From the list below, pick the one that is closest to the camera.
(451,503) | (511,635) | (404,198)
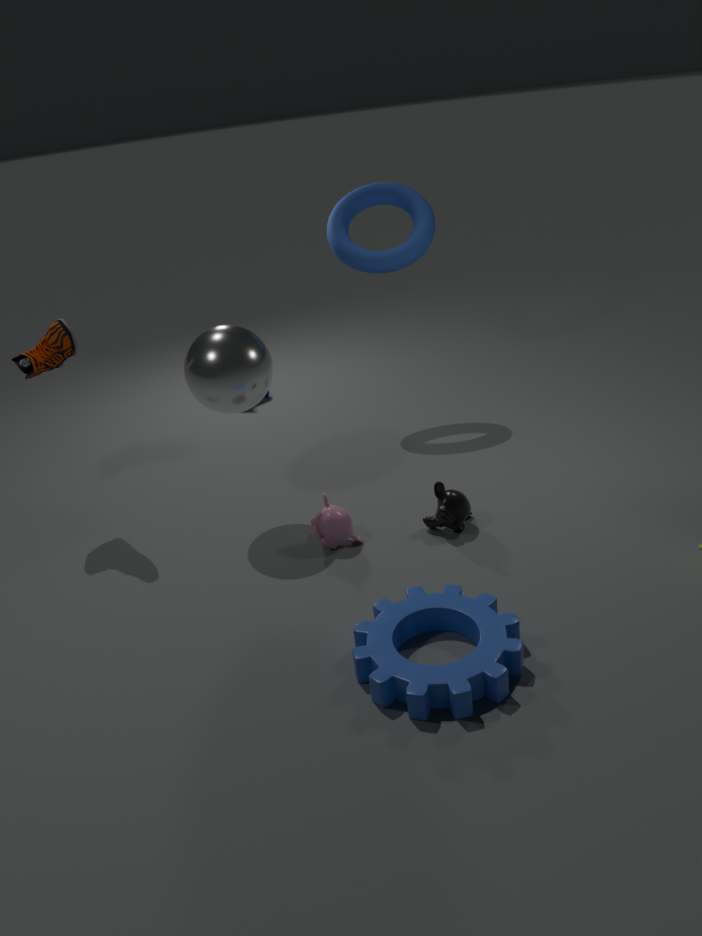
(511,635)
